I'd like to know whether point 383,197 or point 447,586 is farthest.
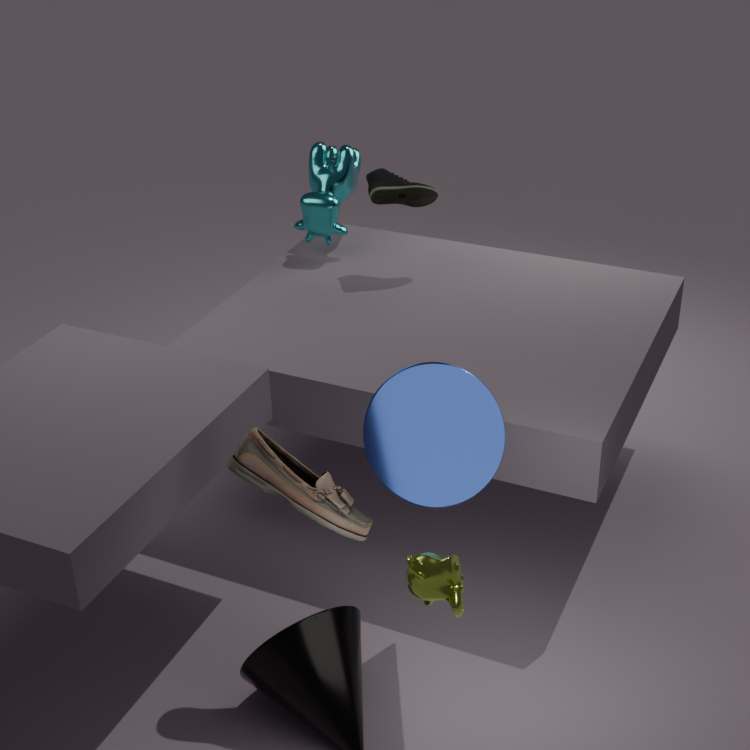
point 383,197
